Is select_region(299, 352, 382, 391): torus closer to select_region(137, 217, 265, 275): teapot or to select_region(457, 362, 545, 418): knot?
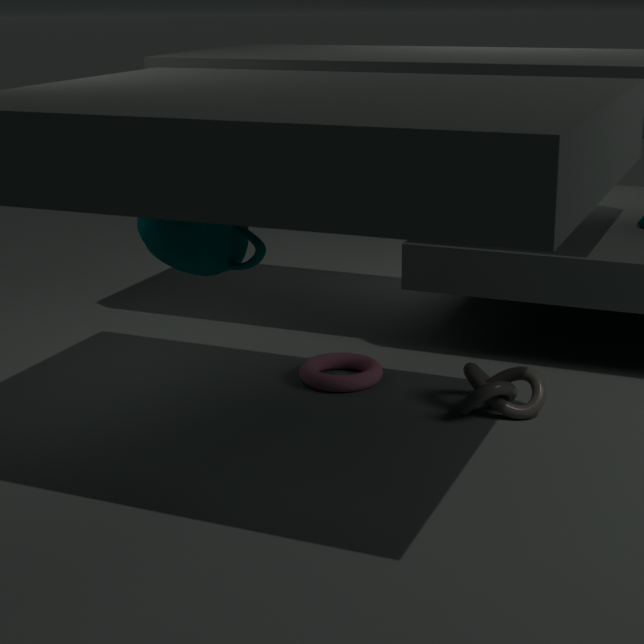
select_region(457, 362, 545, 418): knot
